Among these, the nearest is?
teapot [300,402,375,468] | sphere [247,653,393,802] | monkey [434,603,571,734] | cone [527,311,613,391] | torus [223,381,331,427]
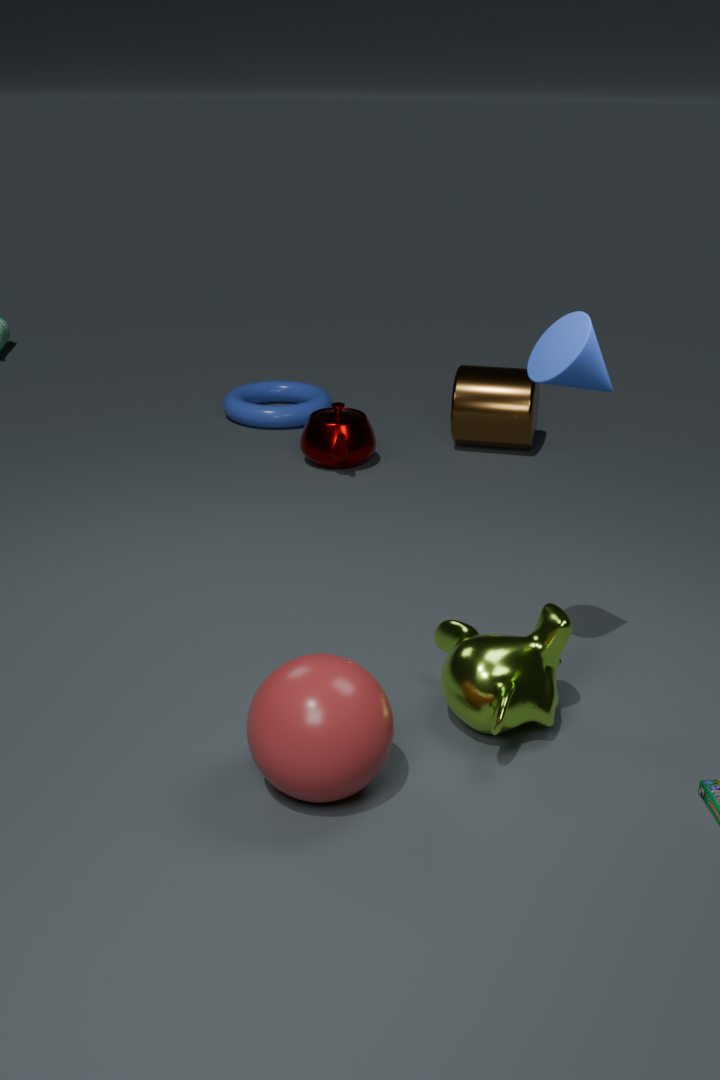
sphere [247,653,393,802]
